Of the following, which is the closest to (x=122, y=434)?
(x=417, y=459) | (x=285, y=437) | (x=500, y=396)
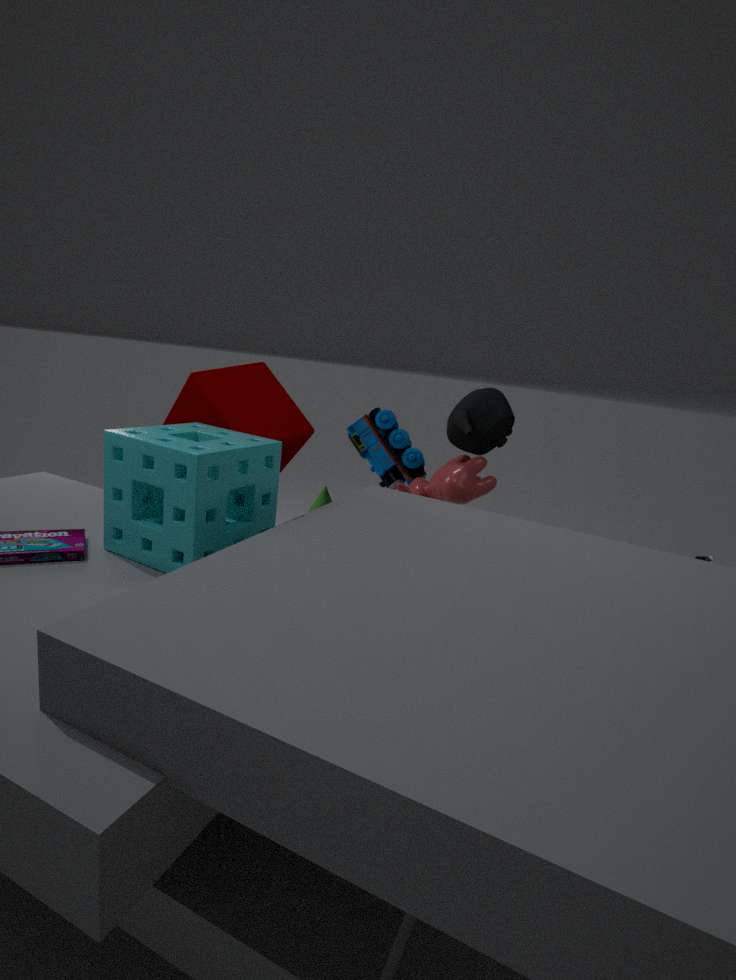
(x=285, y=437)
